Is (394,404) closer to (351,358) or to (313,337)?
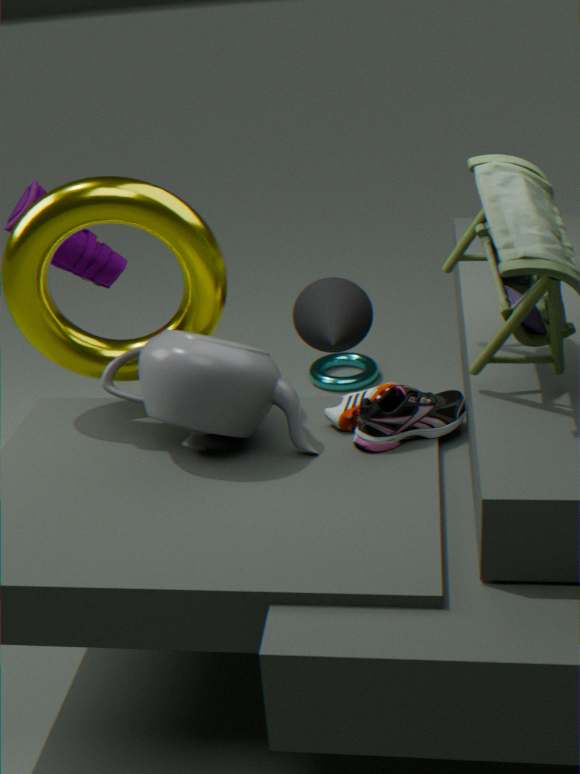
(313,337)
